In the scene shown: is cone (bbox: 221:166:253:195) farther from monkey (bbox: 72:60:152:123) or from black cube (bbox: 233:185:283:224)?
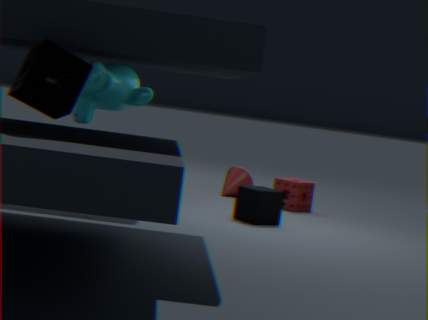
monkey (bbox: 72:60:152:123)
